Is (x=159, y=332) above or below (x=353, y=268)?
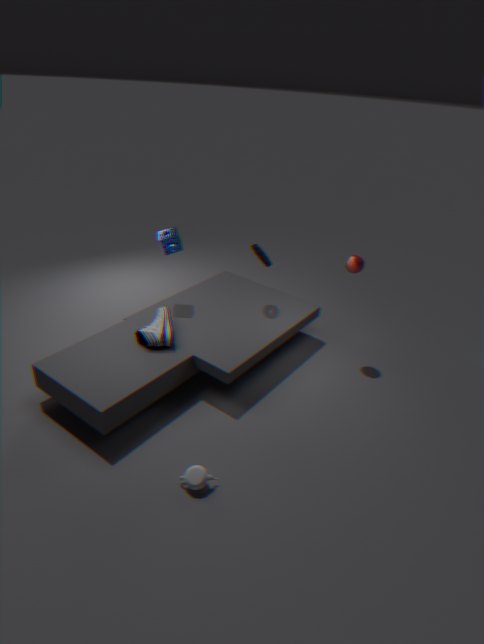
below
